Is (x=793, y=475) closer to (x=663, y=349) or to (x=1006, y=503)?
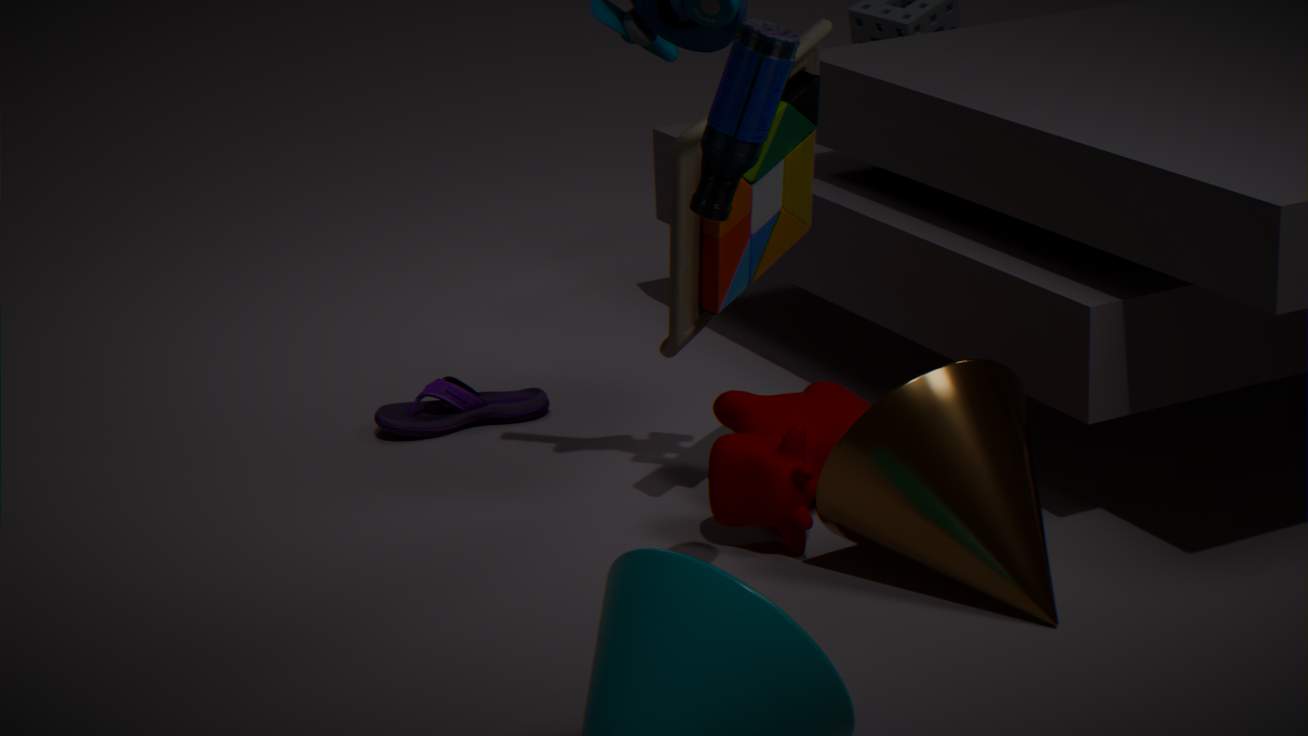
(x=1006, y=503)
